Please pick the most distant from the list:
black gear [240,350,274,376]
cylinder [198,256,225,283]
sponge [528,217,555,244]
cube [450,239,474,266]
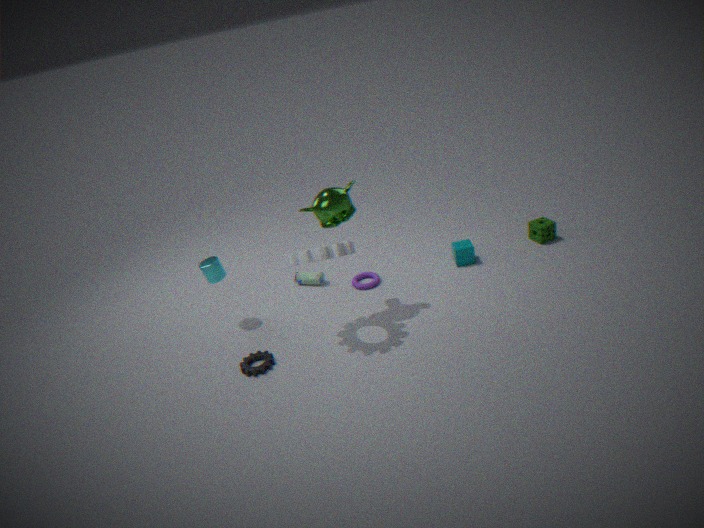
sponge [528,217,555,244]
